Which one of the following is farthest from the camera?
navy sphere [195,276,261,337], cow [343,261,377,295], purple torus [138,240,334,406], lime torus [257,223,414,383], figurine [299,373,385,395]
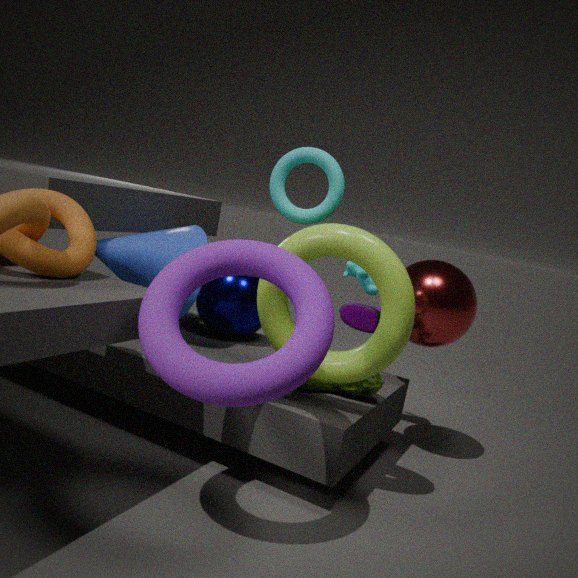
cow [343,261,377,295]
